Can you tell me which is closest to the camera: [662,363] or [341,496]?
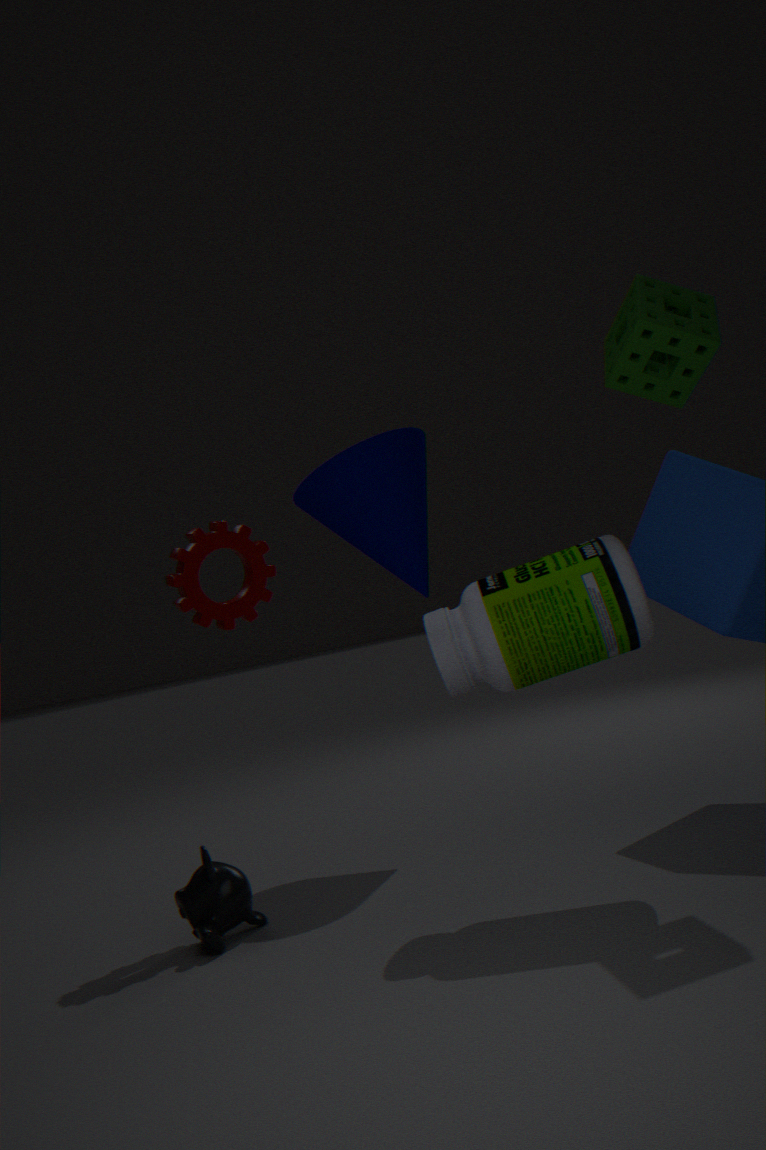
[662,363]
